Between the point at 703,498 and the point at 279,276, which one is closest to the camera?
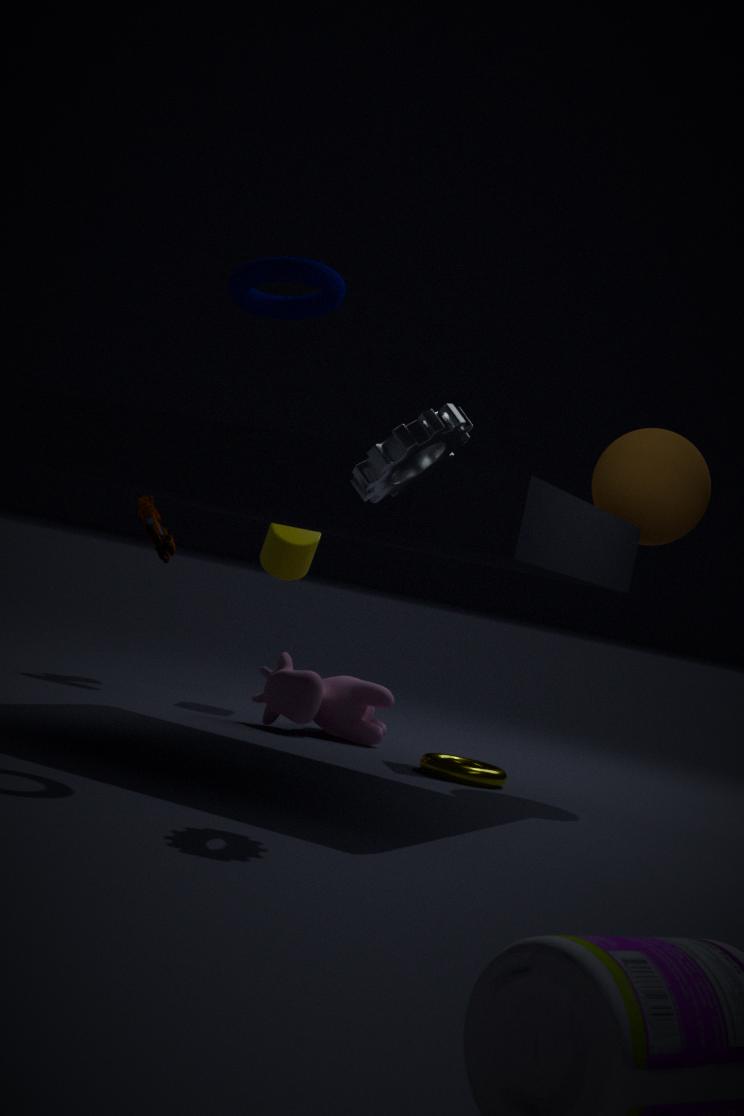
the point at 279,276
